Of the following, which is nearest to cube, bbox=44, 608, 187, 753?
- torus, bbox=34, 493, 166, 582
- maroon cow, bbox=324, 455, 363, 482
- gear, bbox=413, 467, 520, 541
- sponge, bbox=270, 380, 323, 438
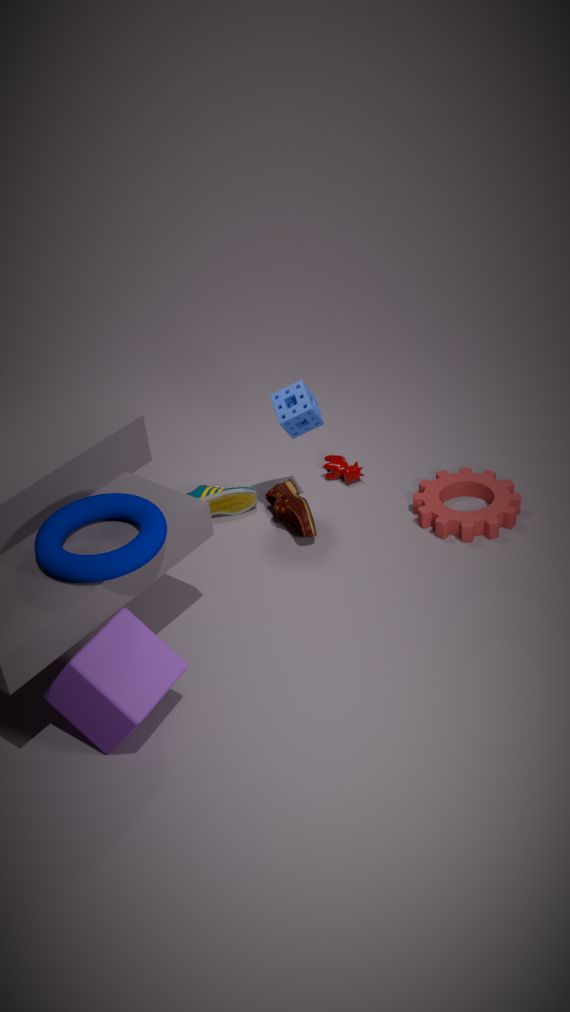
torus, bbox=34, 493, 166, 582
